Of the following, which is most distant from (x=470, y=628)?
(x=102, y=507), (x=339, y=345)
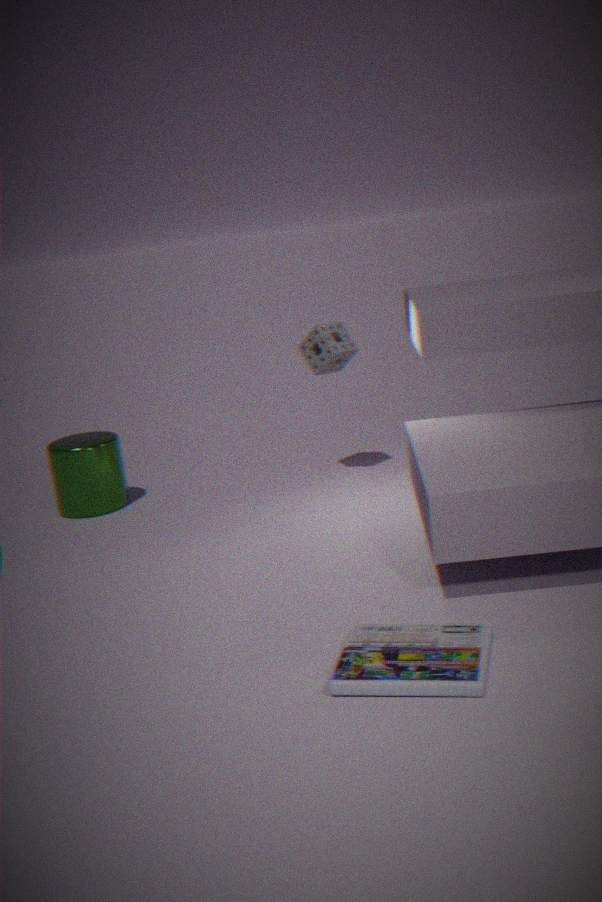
(x=102, y=507)
